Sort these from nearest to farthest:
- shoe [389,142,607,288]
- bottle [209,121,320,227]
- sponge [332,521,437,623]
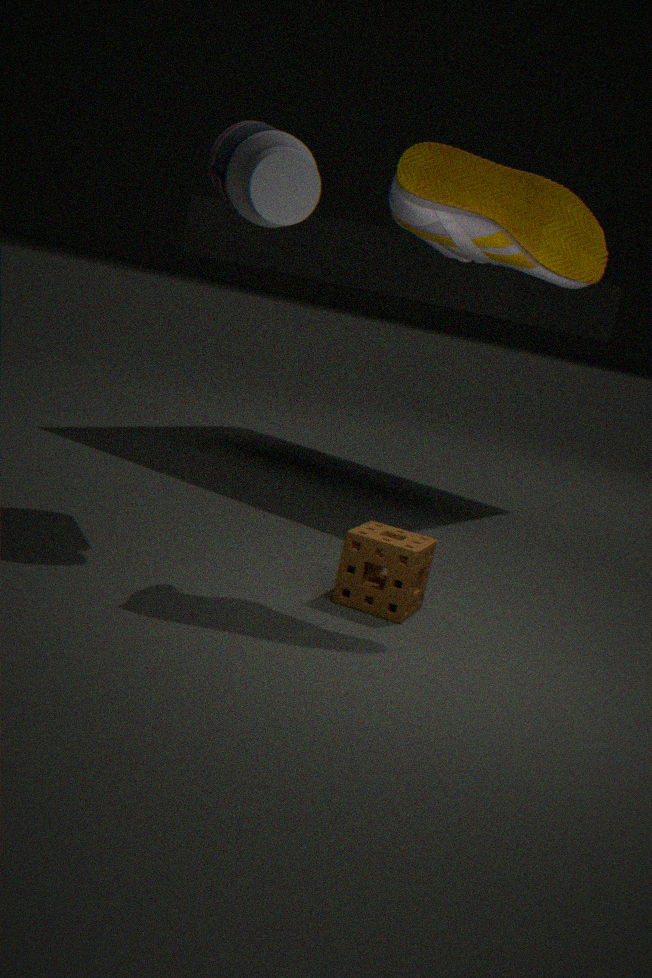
shoe [389,142,607,288]
sponge [332,521,437,623]
bottle [209,121,320,227]
